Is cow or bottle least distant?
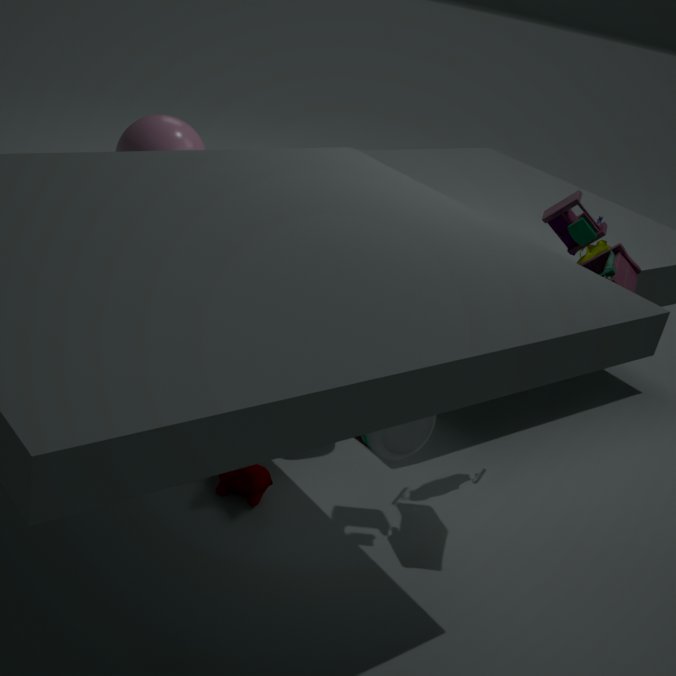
bottle
